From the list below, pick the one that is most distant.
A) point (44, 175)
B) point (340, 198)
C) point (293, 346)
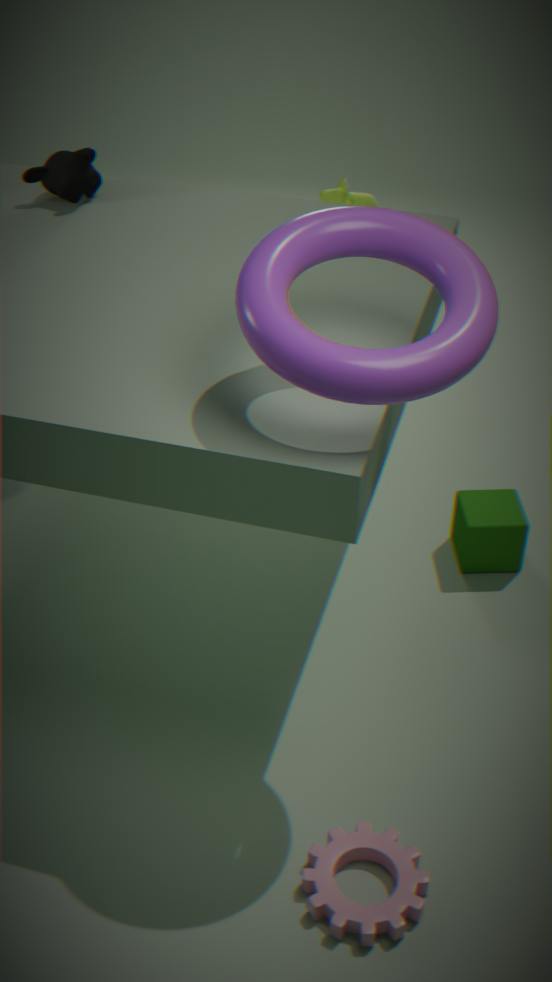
B. point (340, 198)
